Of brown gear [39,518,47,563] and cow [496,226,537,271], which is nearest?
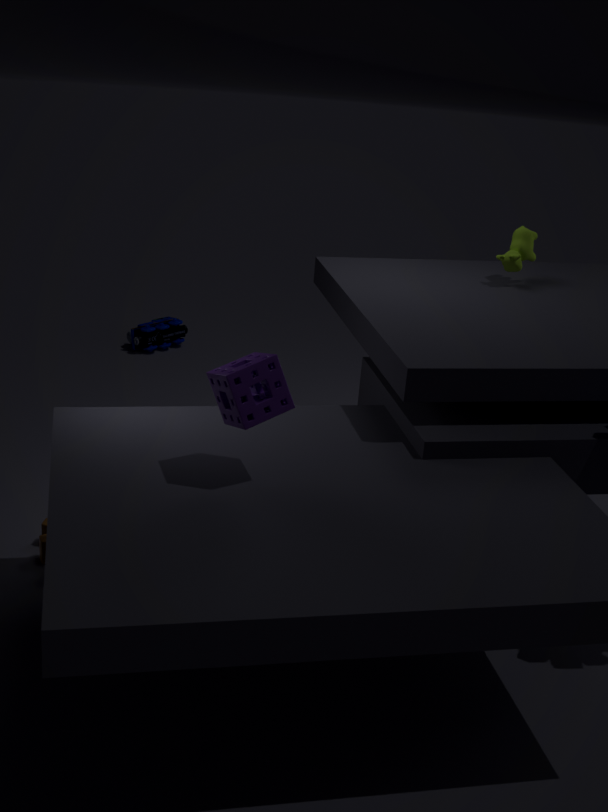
brown gear [39,518,47,563]
